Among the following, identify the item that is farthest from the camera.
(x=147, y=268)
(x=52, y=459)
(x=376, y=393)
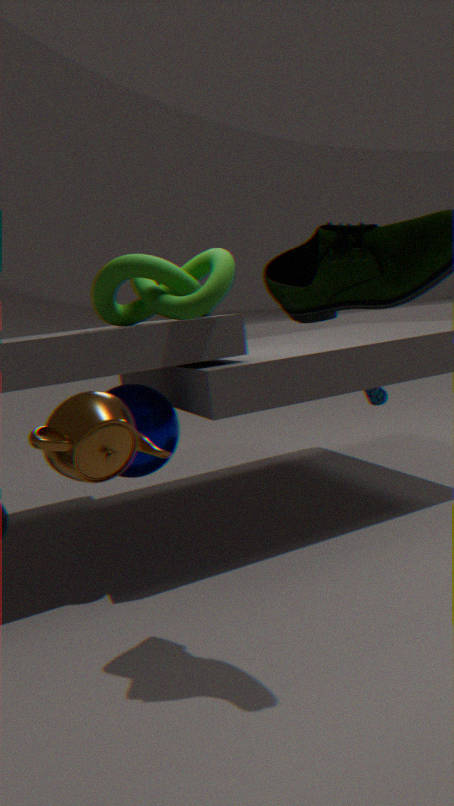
(x=376, y=393)
